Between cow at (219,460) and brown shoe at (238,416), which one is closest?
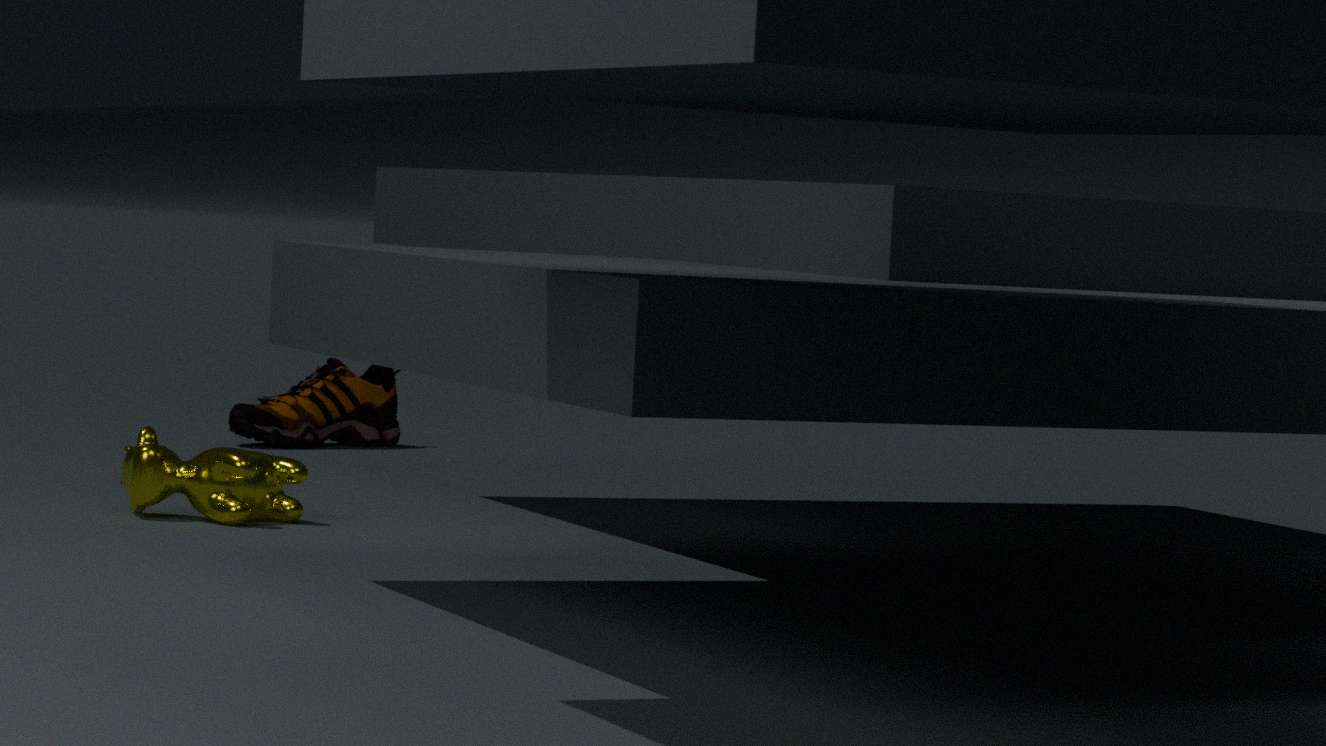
cow at (219,460)
